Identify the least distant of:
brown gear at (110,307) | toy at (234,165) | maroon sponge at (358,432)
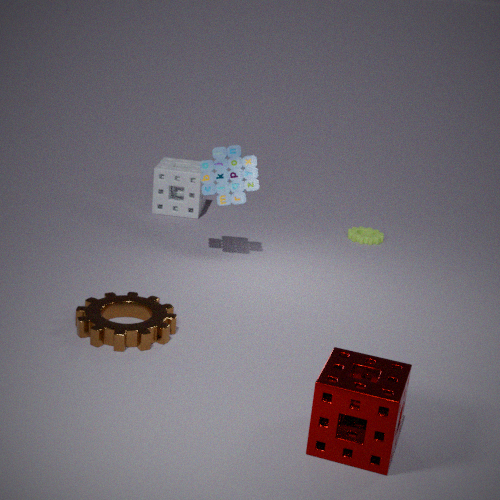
maroon sponge at (358,432)
